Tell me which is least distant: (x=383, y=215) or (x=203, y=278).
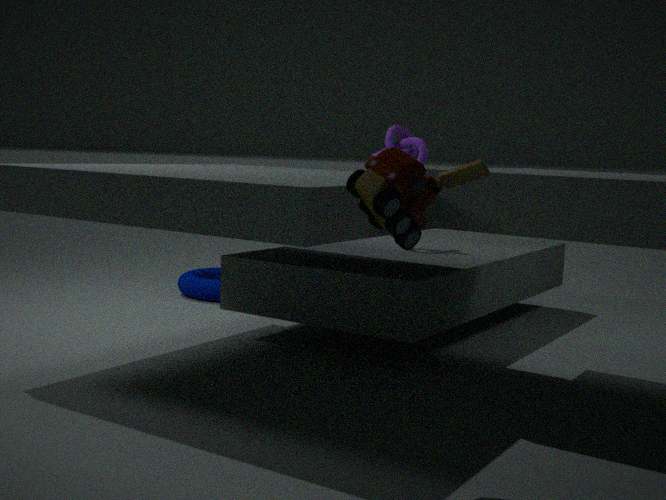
(x=383, y=215)
